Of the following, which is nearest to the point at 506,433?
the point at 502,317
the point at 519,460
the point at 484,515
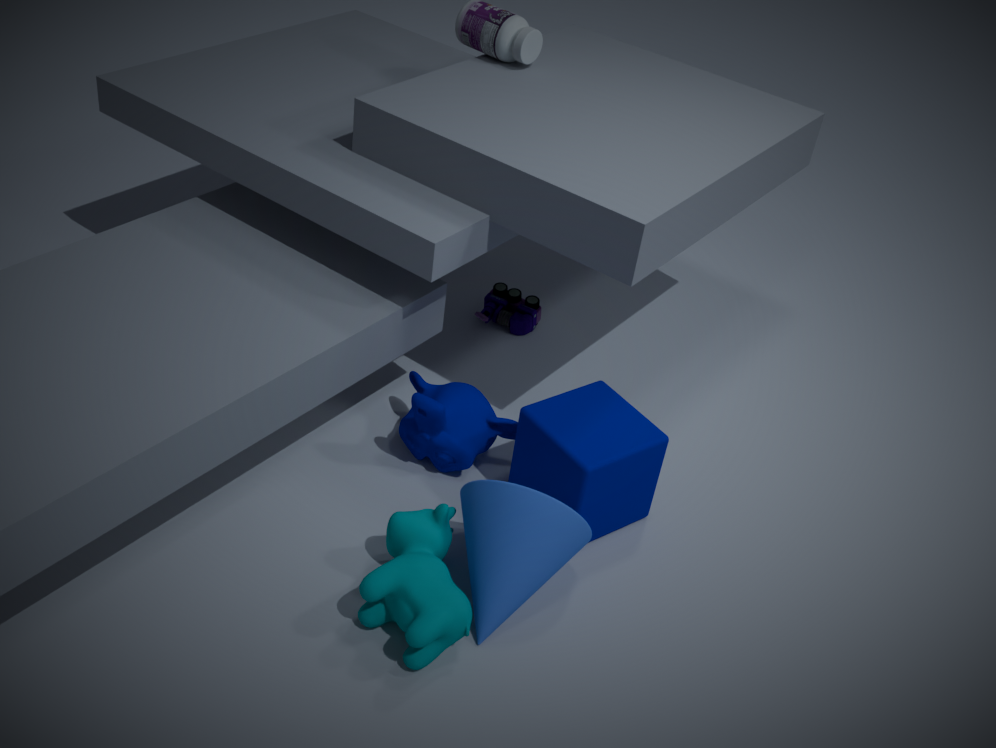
the point at 519,460
